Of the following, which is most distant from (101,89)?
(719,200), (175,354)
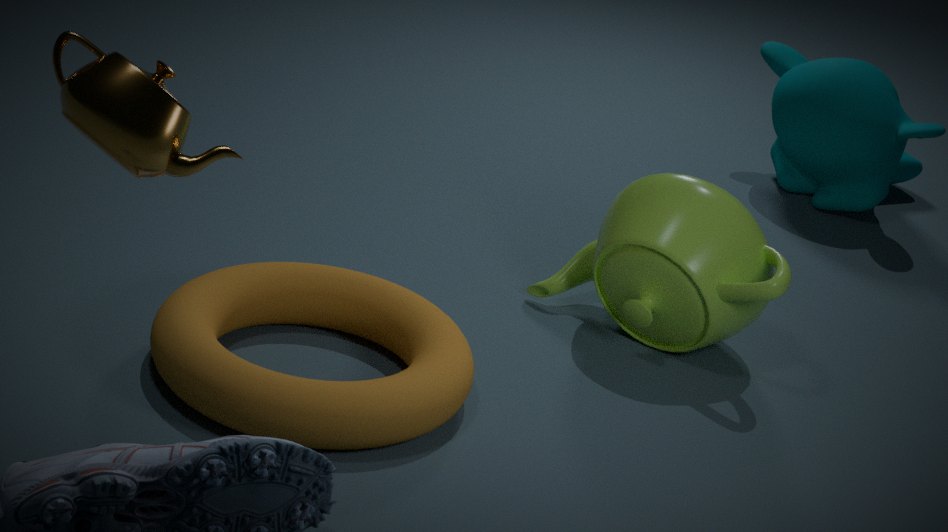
(719,200)
